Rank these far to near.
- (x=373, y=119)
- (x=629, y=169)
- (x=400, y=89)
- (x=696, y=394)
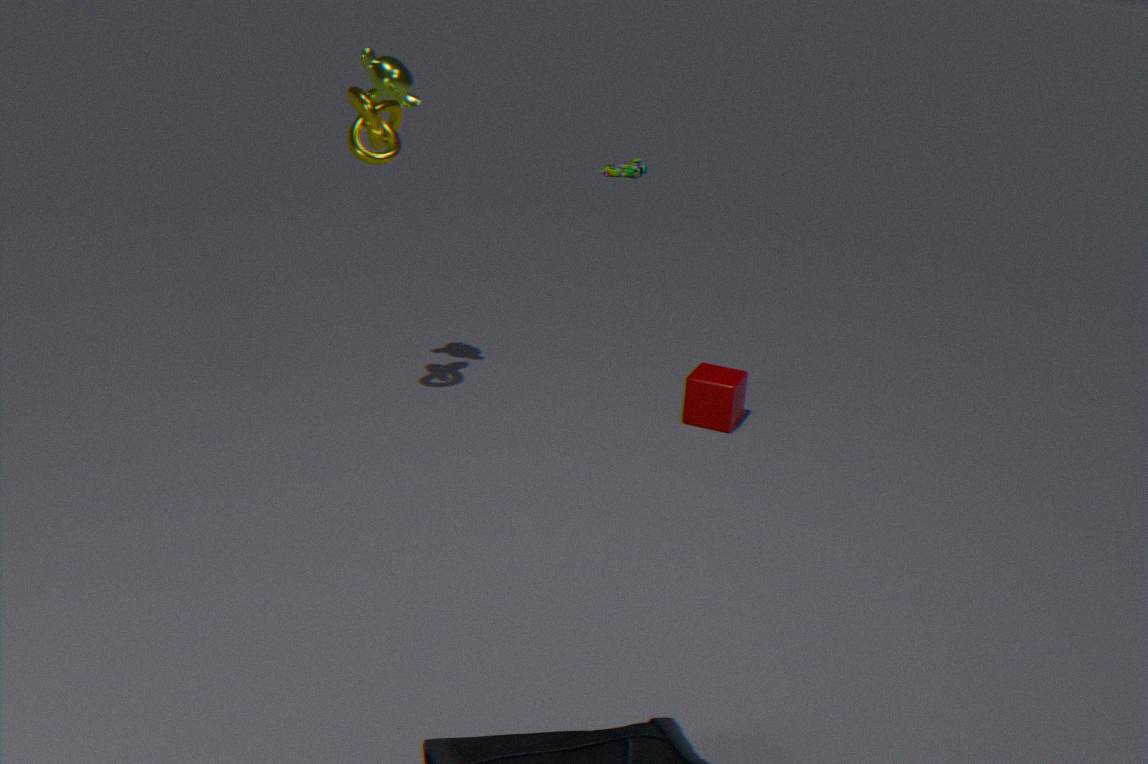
(x=629, y=169) → (x=696, y=394) → (x=400, y=89) → (x=373, y=119)
